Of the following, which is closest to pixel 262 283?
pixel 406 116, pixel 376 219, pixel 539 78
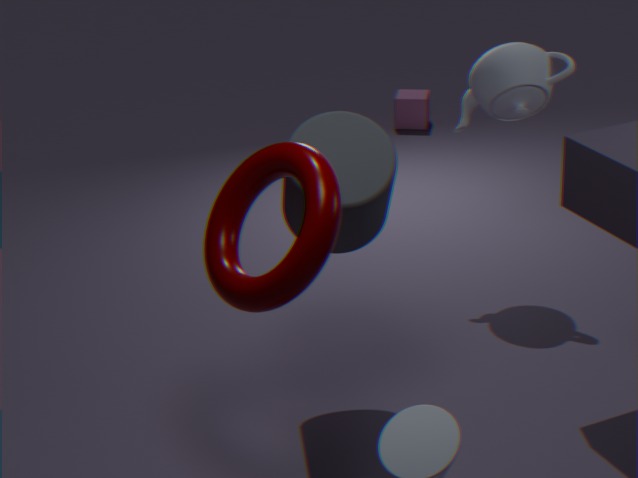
pixel 376 219
